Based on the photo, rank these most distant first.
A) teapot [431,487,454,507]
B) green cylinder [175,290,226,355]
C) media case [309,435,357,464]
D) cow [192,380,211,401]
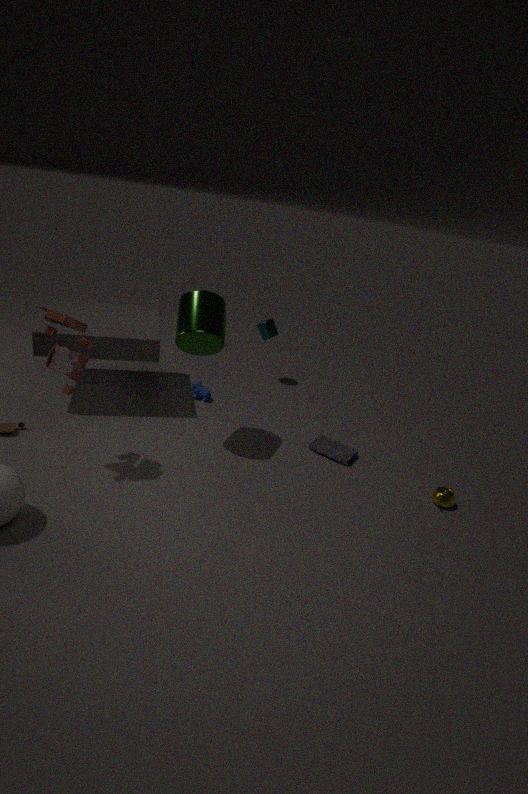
cow [192,380,211,401]
media case [309,435,357,464]
teapot [431,487,454,507]
green cylinder [175,290,226,355]
